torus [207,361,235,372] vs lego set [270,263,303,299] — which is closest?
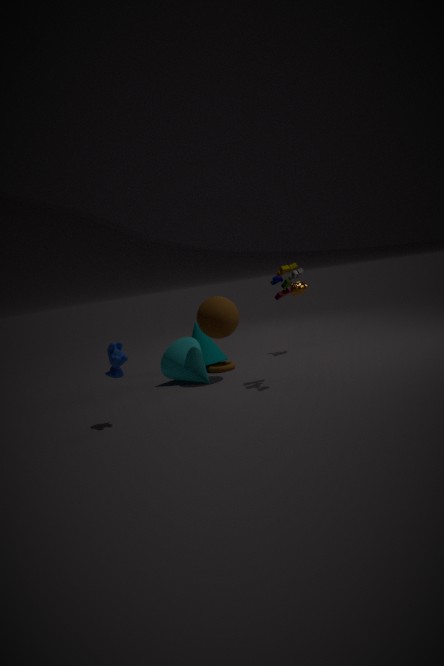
lego set [270,263,303,299]
